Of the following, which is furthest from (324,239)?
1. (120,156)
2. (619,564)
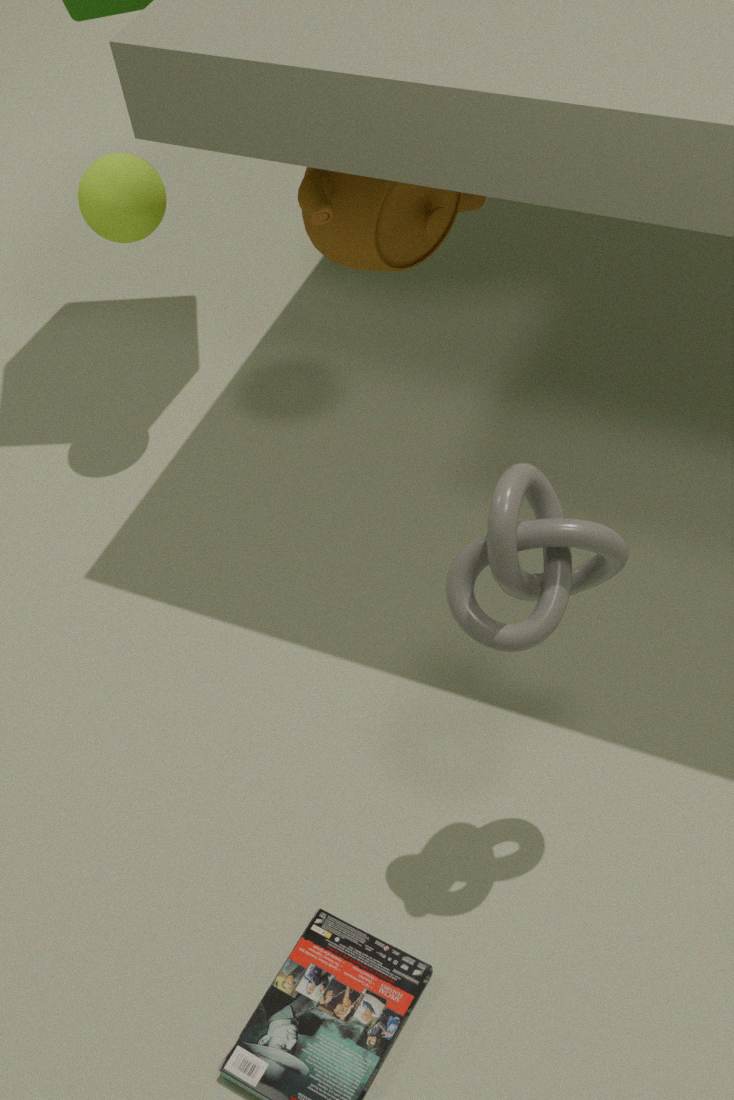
(619,564)
